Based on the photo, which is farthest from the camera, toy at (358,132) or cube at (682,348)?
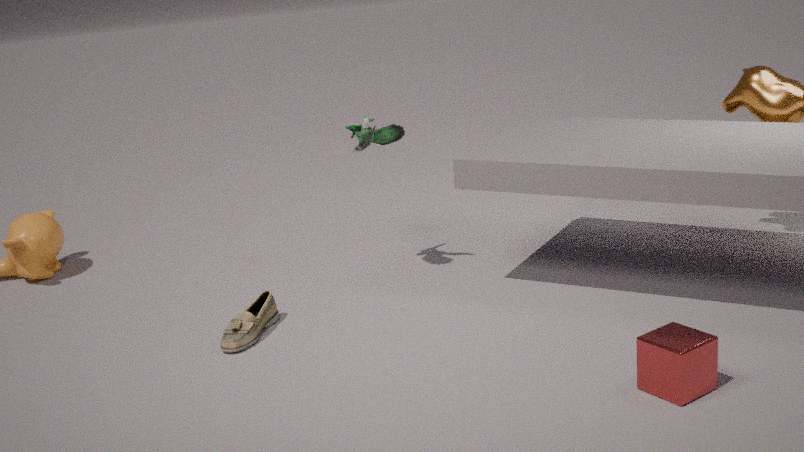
toy at (358,132)
